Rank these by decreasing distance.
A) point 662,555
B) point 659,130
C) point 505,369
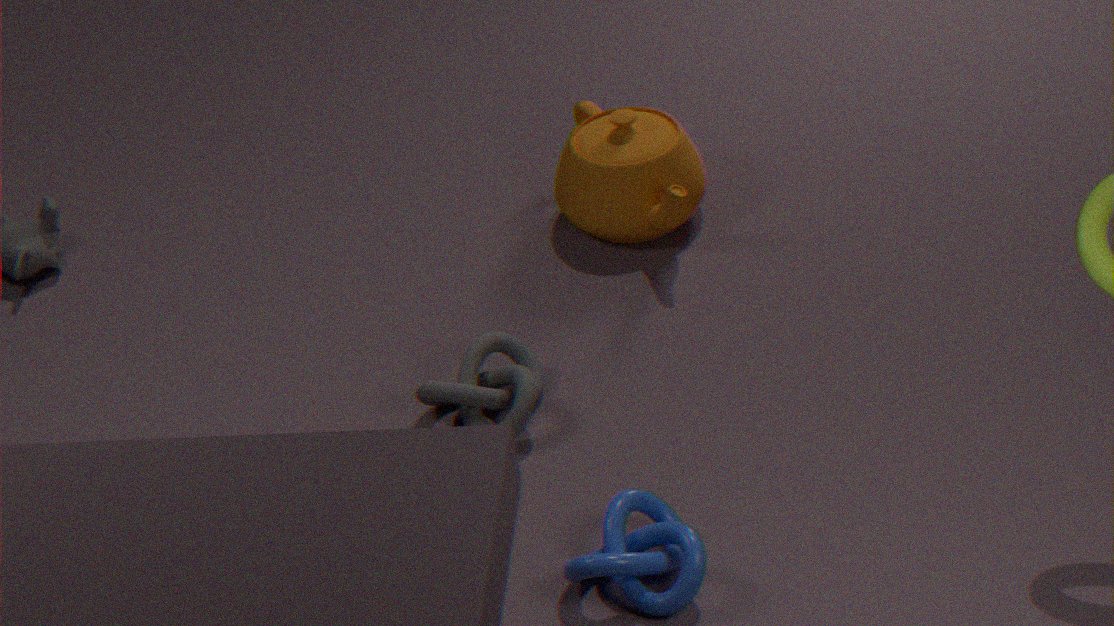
point 659,130 < point 505,369 < point 662,555
